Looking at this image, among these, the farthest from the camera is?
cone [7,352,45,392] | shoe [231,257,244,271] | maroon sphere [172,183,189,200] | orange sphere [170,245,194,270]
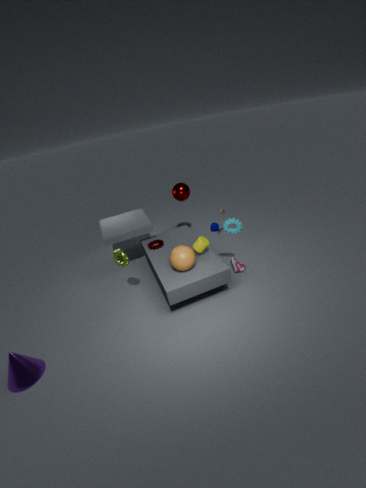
maroon sphere [172,183,189,200]
